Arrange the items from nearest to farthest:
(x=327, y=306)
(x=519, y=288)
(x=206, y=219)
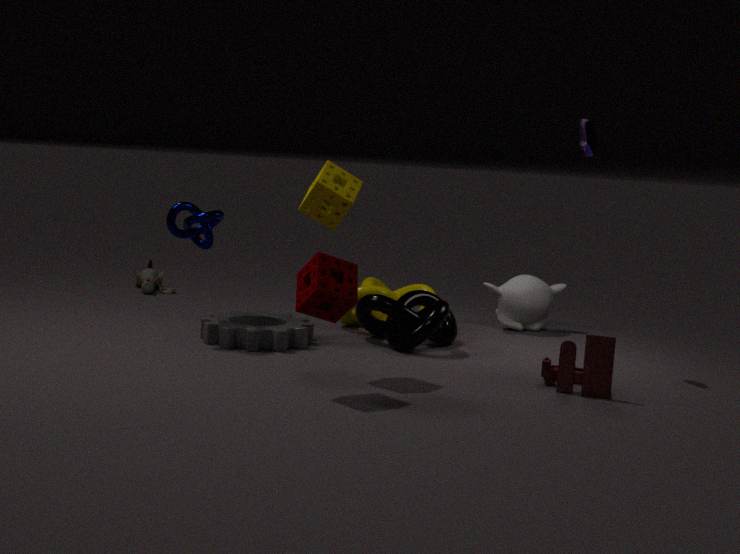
(x=327, y=306)
(x=206, y=219)
(x=519, y=288)
